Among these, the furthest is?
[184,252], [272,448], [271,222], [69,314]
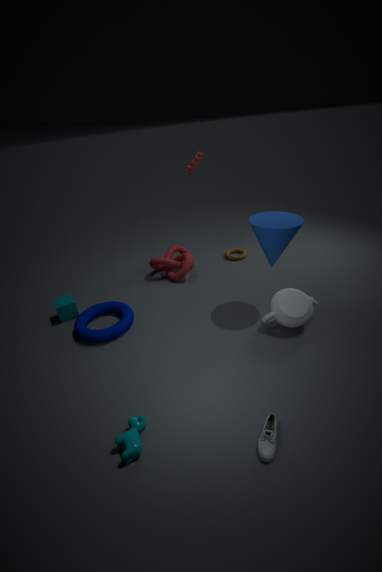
[184,252]
